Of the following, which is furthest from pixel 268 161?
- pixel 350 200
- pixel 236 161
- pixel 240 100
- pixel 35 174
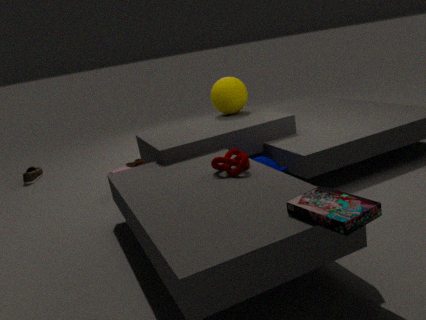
pixel 35 174
